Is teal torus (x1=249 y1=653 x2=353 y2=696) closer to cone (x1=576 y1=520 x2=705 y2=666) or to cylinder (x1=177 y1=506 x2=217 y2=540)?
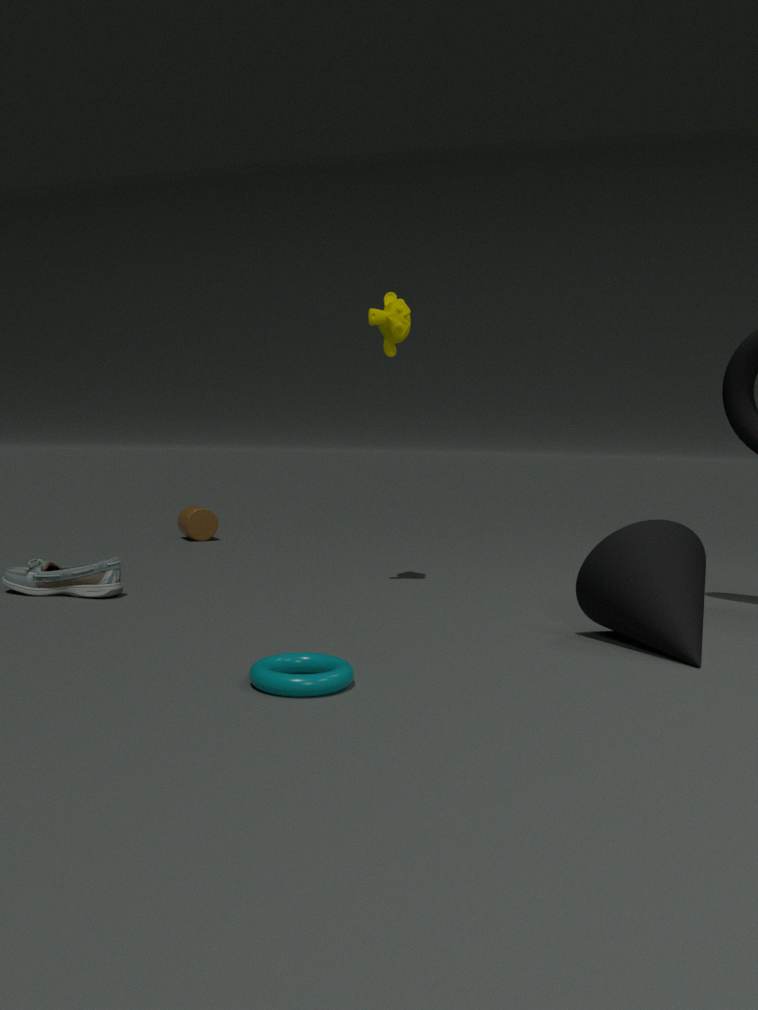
cone (x1=576 y1=520 x2=705 y2=666)
